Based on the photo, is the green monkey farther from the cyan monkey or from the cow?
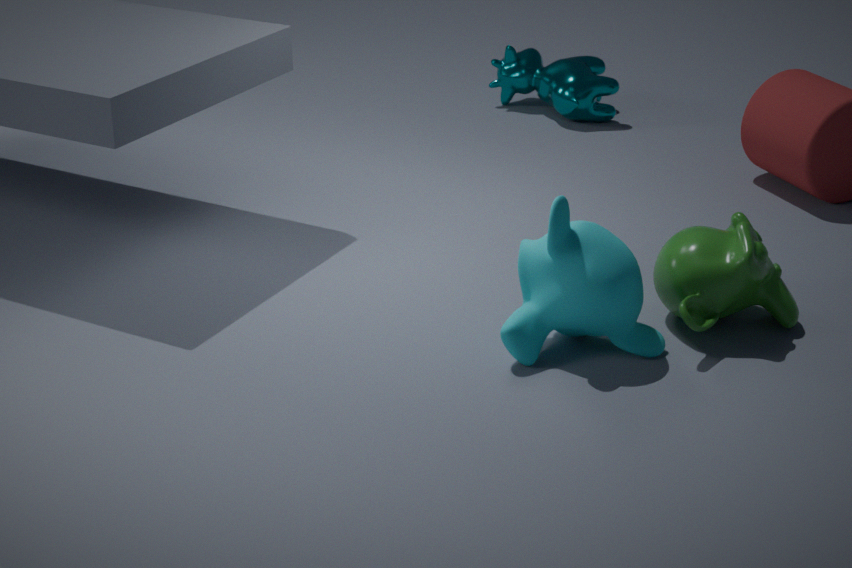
the cow
